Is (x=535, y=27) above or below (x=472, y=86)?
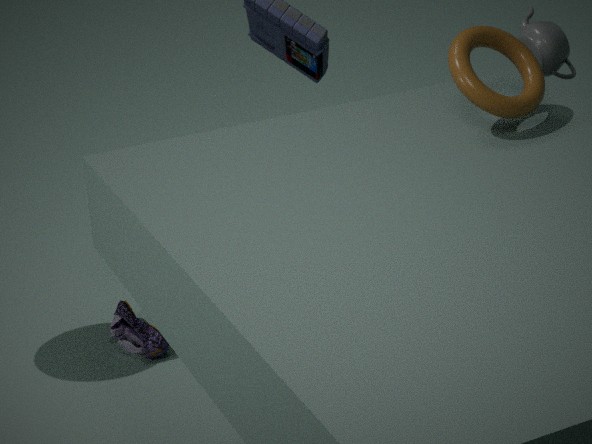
below
